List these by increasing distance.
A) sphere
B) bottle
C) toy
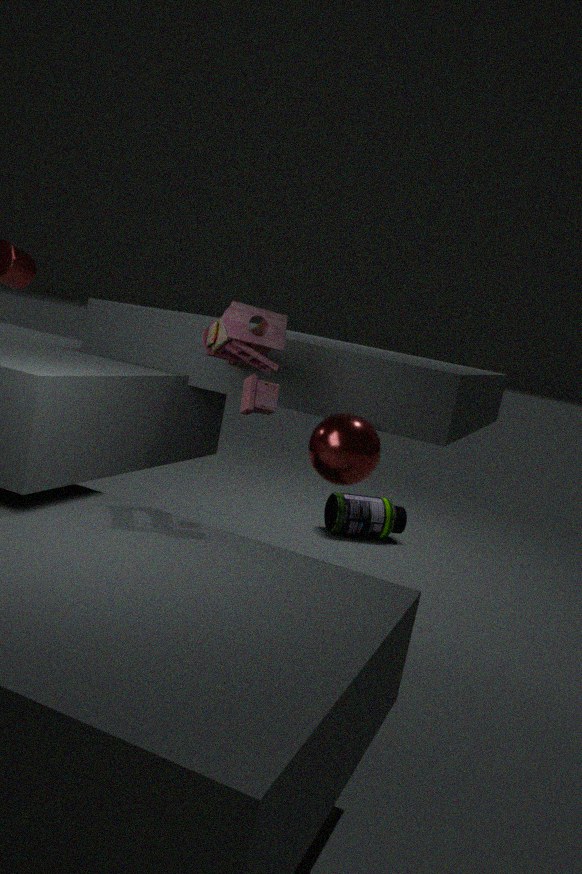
toy
sphere
bottle
